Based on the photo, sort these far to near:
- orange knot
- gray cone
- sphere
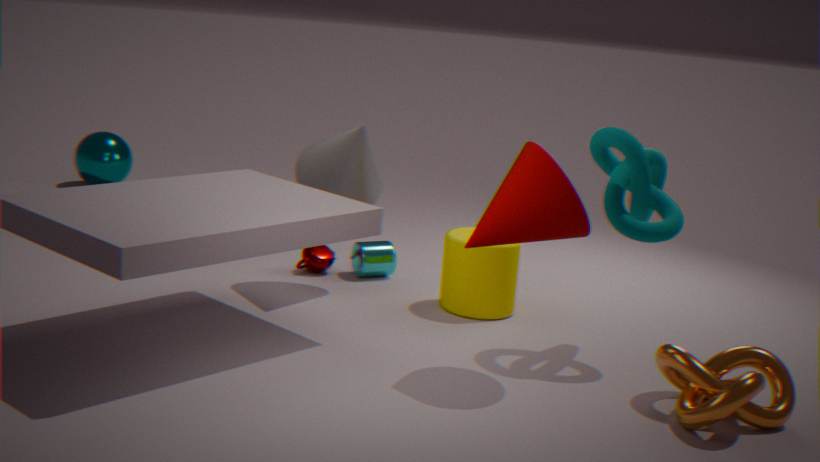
sphere < gray cone < orange knot
